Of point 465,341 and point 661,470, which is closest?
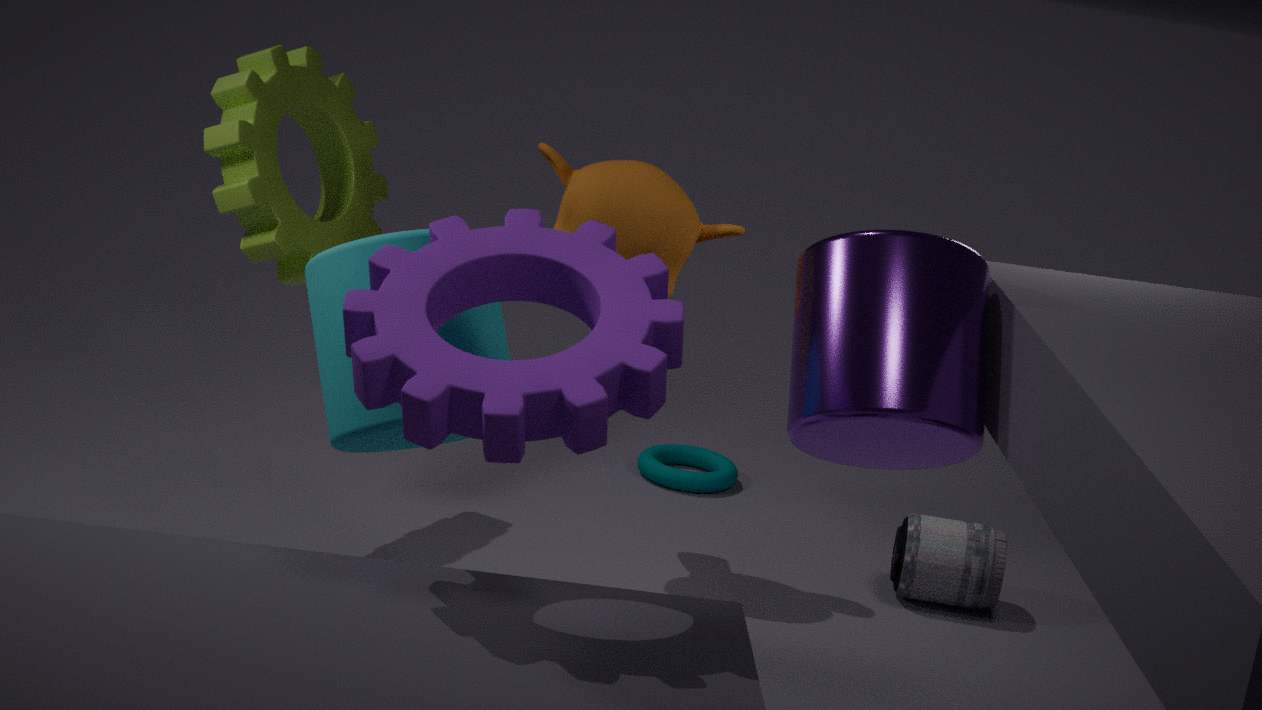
point 465,341
